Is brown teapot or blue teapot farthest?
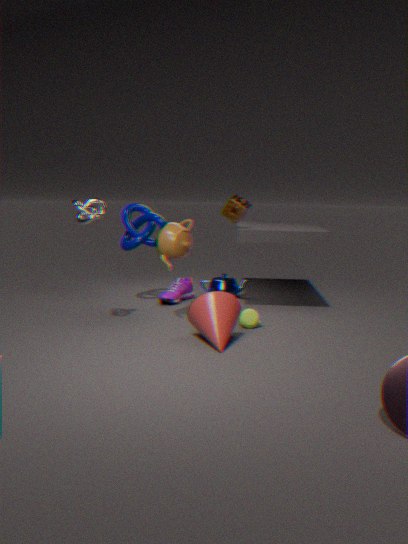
blue teapot
